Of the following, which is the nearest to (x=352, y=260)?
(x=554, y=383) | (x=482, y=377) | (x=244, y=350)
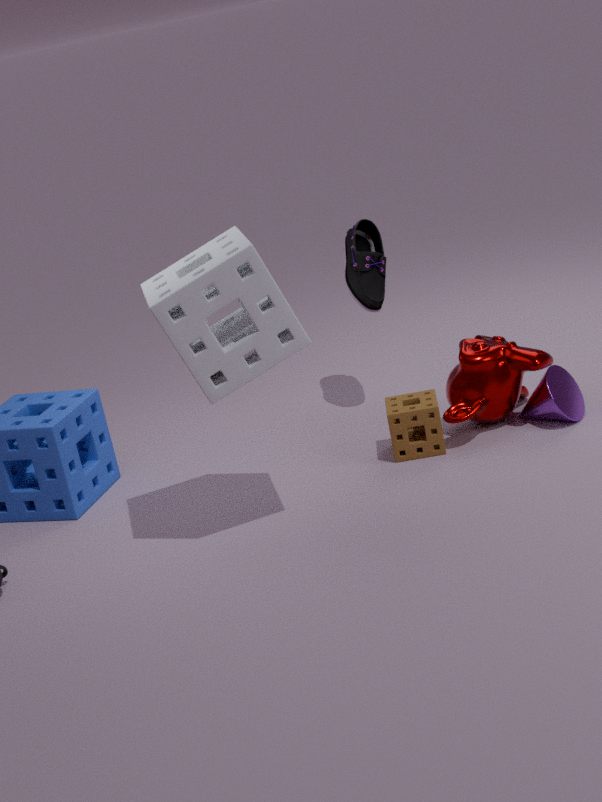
(x=482, y=377)
